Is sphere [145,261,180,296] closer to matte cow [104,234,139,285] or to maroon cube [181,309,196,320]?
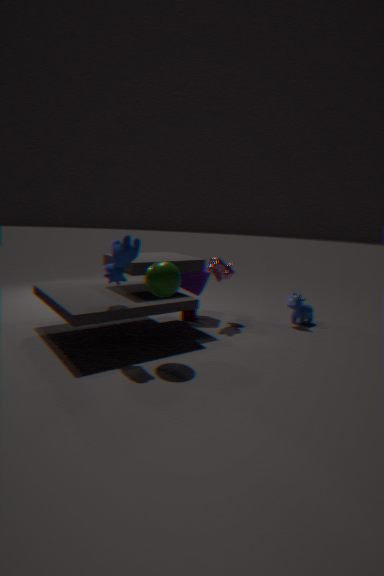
matte cow [104,234,139,285]
